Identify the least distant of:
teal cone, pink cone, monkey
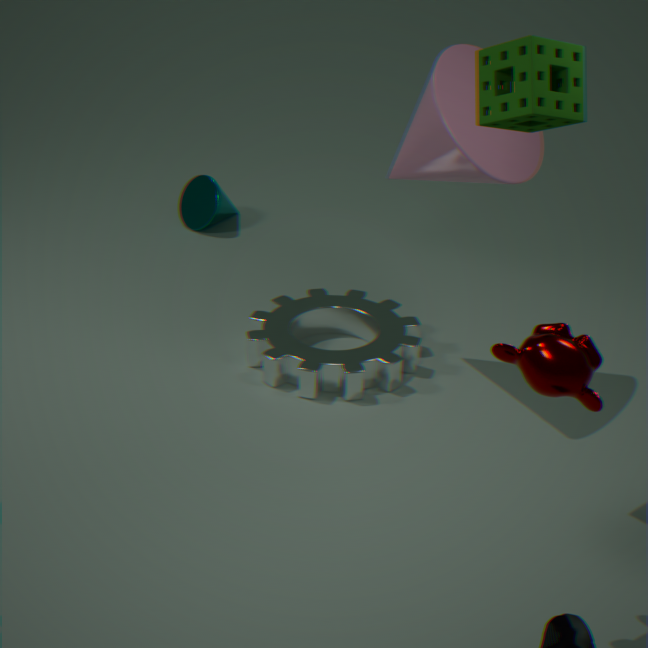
Answer: monkey
